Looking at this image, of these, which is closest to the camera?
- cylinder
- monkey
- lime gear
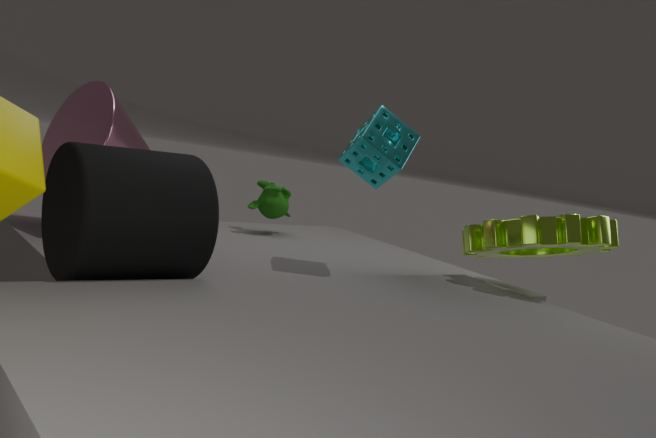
cylinder
